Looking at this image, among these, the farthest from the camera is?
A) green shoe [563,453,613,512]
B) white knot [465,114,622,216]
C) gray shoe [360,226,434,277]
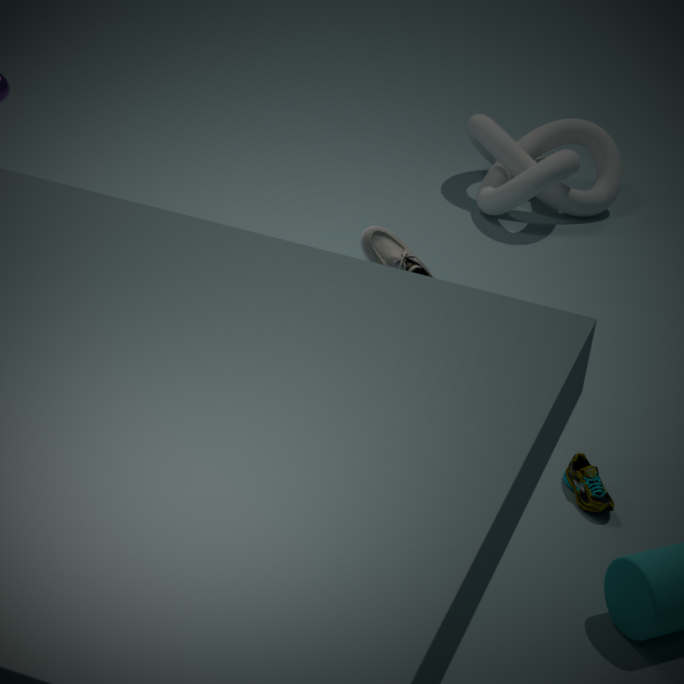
white knot [465,114,622,216]
